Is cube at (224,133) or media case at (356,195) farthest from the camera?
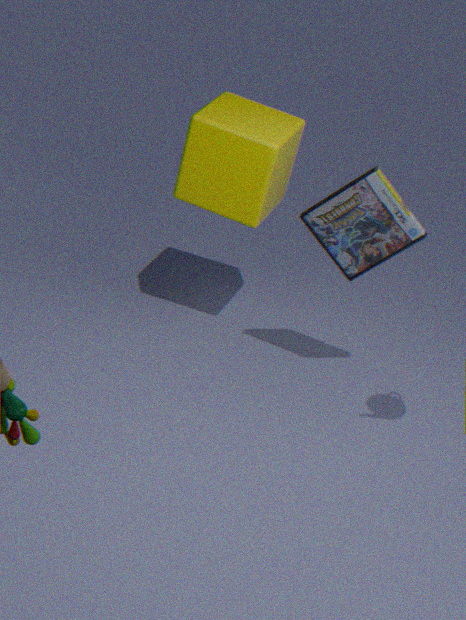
cube at (224,133)
